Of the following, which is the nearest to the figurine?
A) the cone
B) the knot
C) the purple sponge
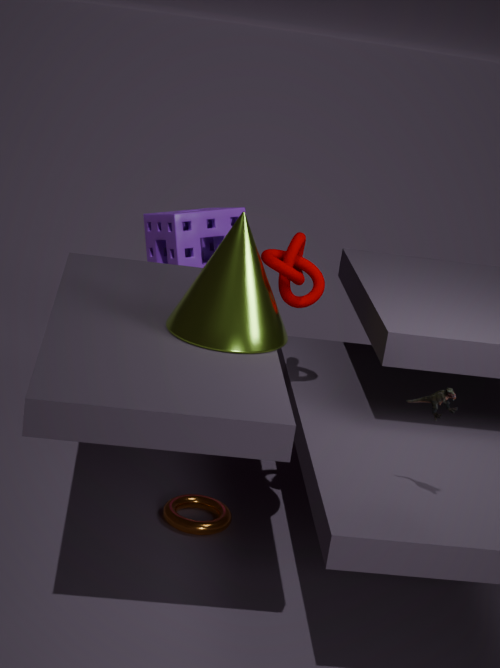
the cone
